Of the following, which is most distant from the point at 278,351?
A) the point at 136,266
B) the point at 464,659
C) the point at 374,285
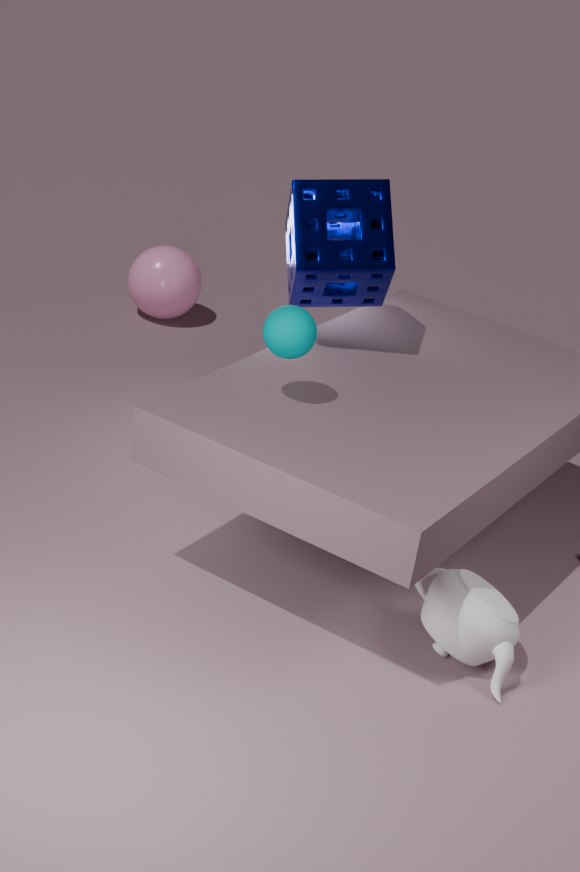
the point at 136,266
